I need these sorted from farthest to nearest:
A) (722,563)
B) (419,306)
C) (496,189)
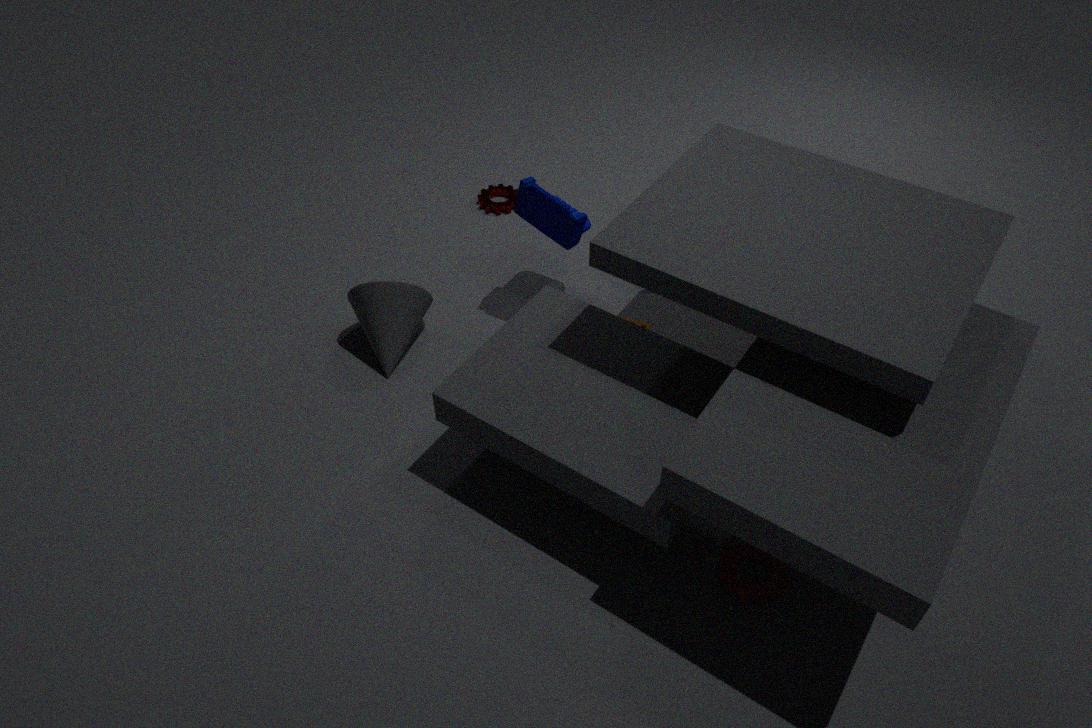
(496,189) < (419,306) < (722,563)
